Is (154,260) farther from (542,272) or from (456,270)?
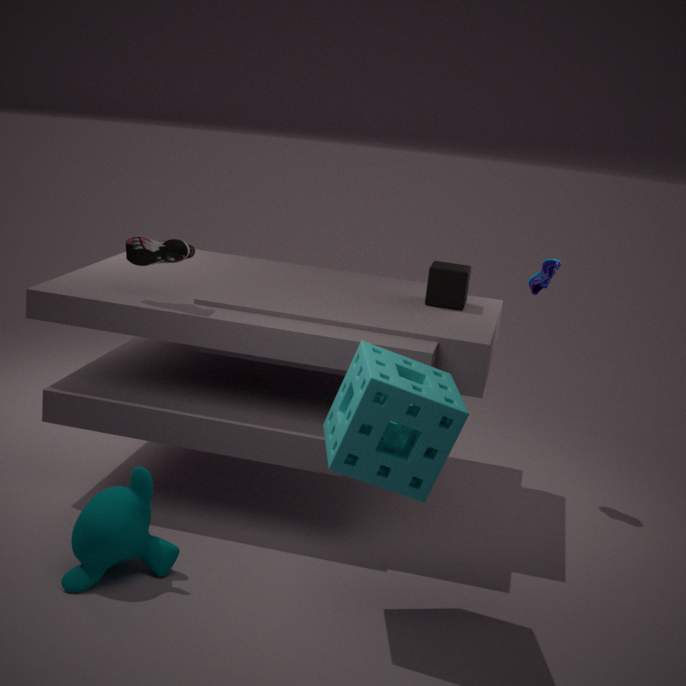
(542,272)
